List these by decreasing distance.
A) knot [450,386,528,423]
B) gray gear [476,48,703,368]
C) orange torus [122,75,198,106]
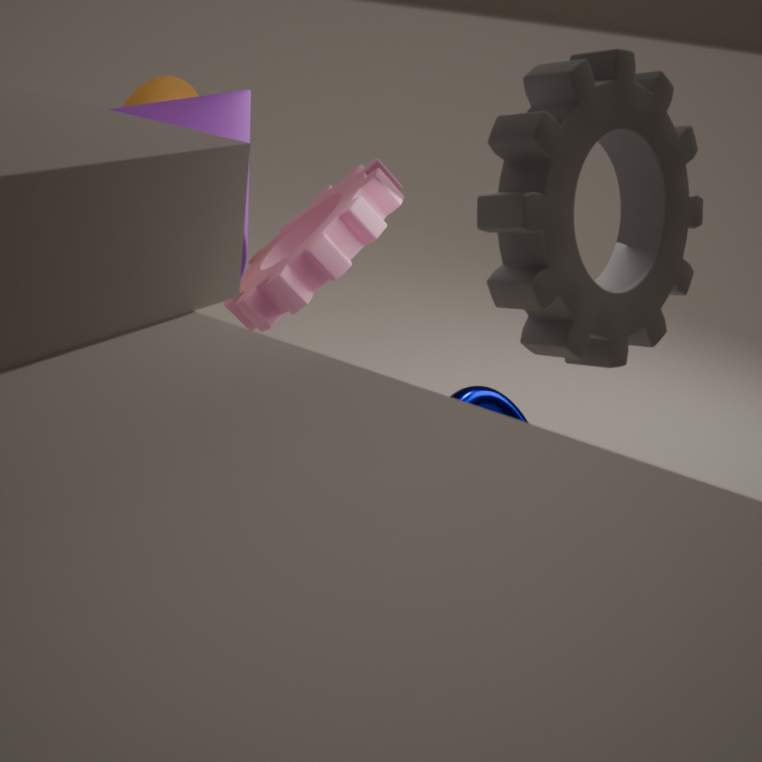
1. knot [450,386,528,423]
2. orange torus [122,75,198,106]
3. gray gear [476,48,703,368]
